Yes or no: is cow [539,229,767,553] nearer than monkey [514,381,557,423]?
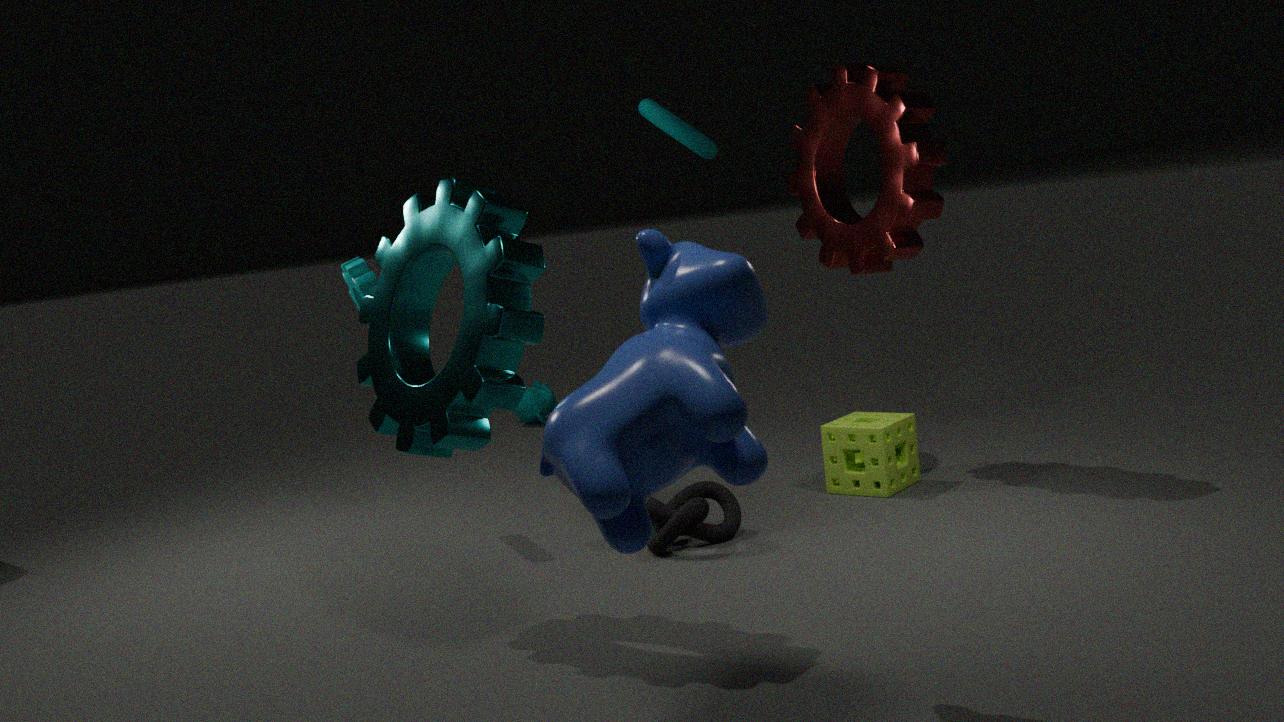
Yes
